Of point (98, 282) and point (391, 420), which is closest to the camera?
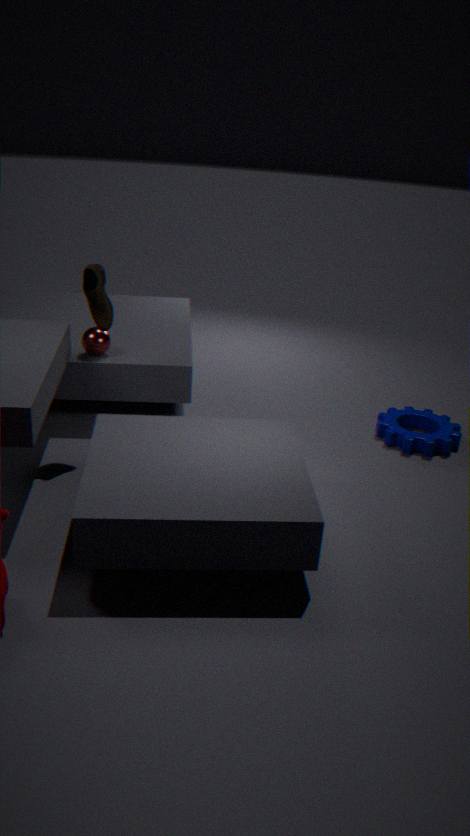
point (98, 282)
